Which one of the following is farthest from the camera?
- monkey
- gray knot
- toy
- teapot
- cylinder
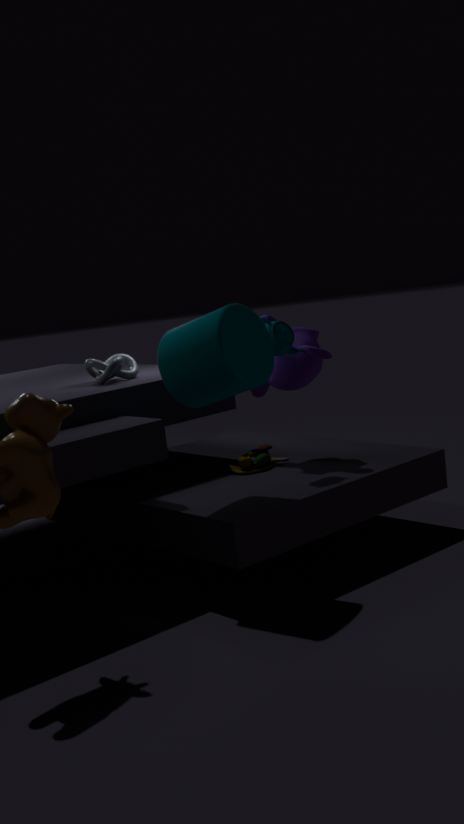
gray knot
